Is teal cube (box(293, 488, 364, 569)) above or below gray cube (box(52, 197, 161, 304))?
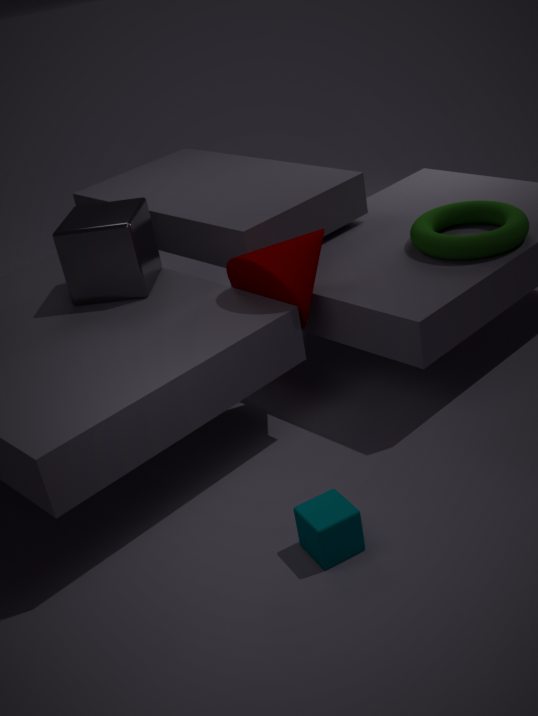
below
